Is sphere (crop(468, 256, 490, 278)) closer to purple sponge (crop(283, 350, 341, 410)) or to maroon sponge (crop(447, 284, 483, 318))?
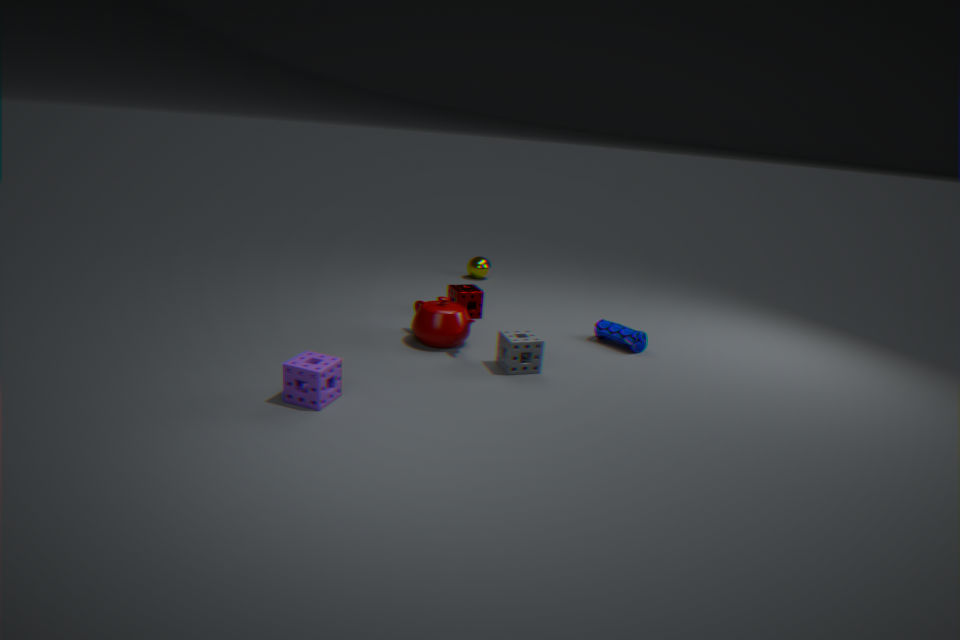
maroon sponge (crop(447, 284, 483, 318))
